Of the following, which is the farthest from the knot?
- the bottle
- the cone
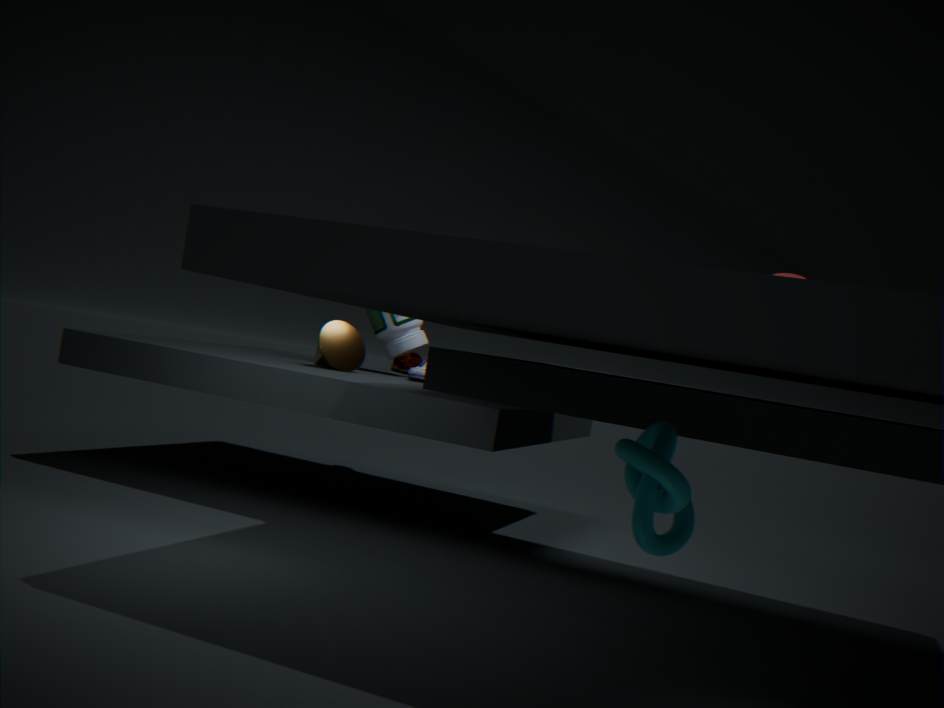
the bottle
